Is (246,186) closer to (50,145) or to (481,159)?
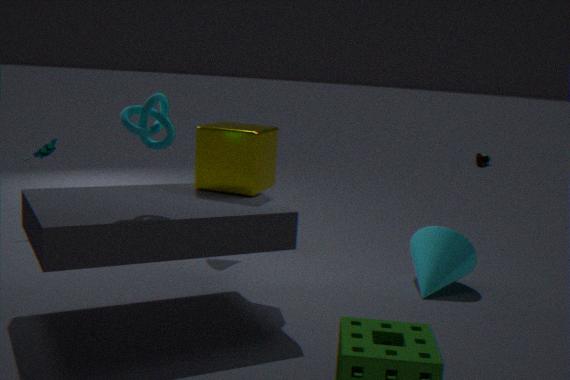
(50,145)
